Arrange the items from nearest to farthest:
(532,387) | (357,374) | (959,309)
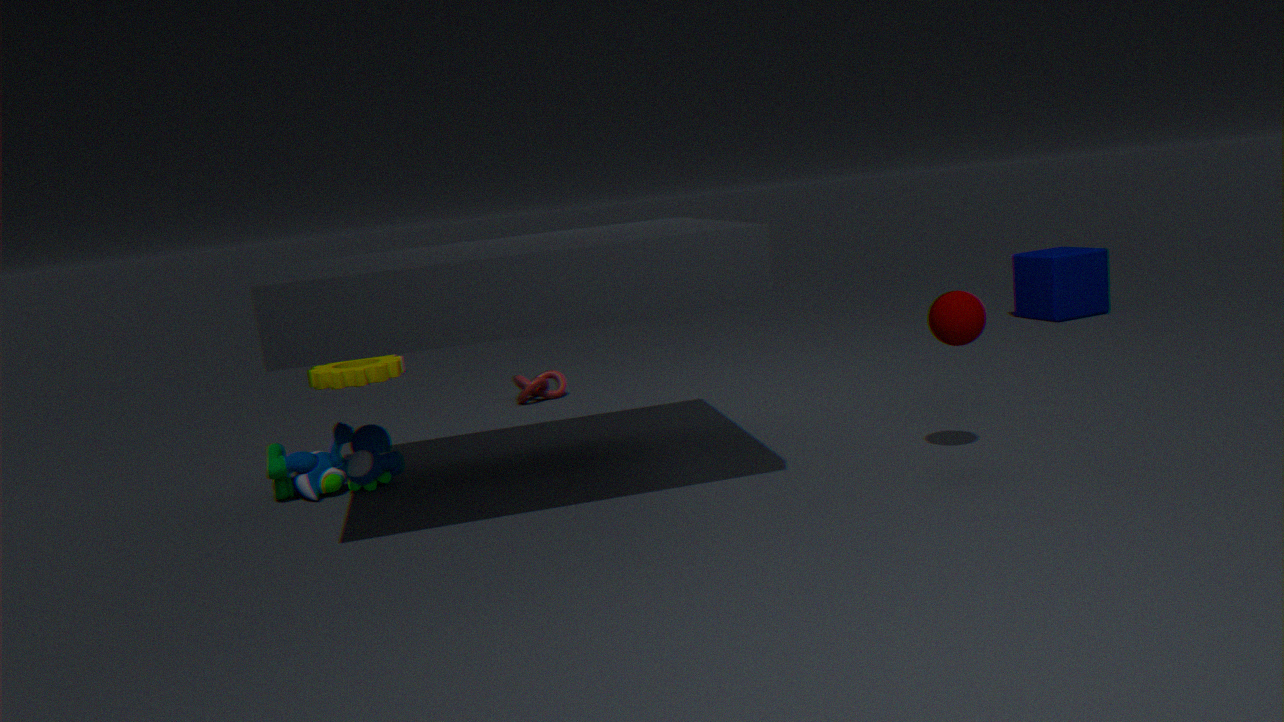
(959,309) → (532,387) → (357,374)
